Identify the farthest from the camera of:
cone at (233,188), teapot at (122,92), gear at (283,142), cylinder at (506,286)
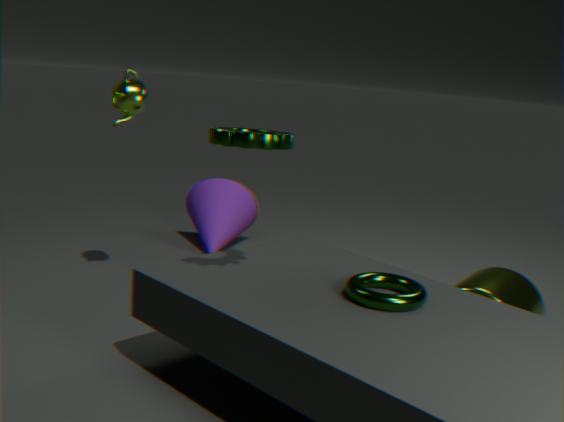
cone at (233,188)
